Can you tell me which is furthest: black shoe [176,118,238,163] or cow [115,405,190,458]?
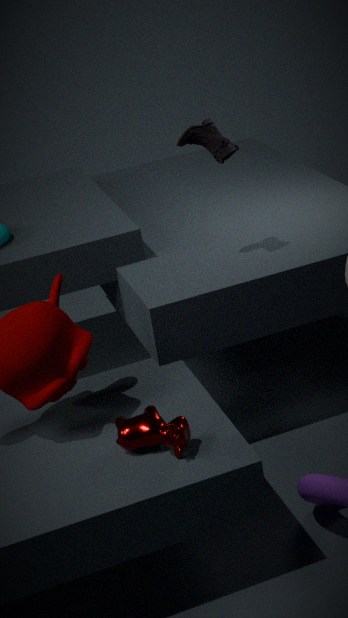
black shoe [176,118,238,163]
